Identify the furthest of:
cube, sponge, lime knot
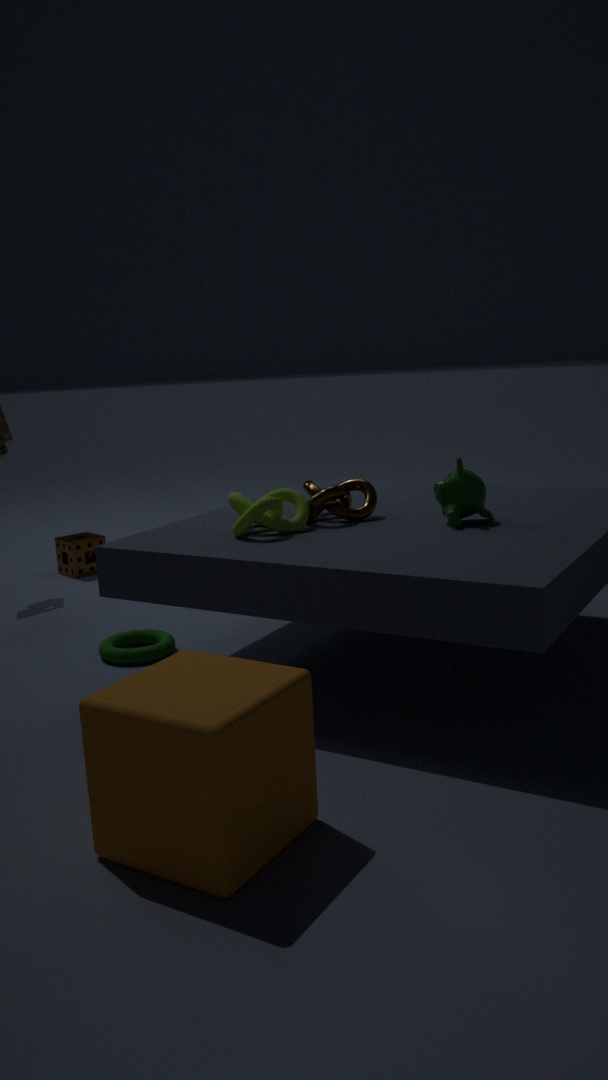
sponge
